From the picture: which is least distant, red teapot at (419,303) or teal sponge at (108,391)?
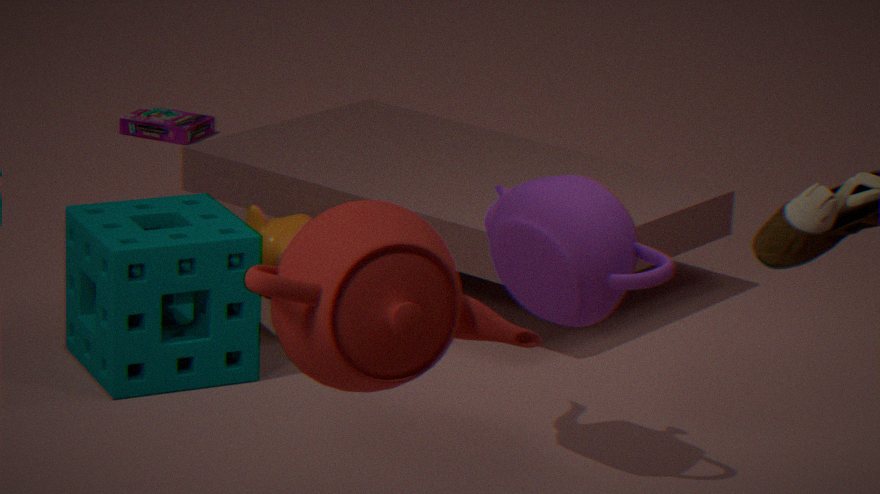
red teapot at (419,303)
